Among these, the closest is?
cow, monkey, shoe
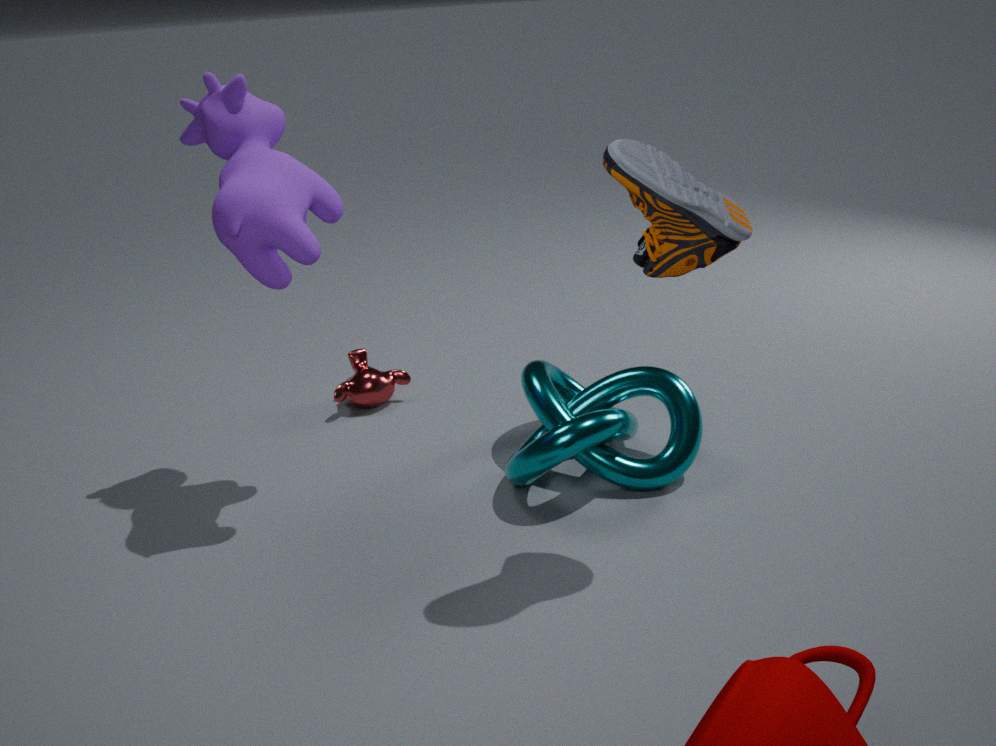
shoe
